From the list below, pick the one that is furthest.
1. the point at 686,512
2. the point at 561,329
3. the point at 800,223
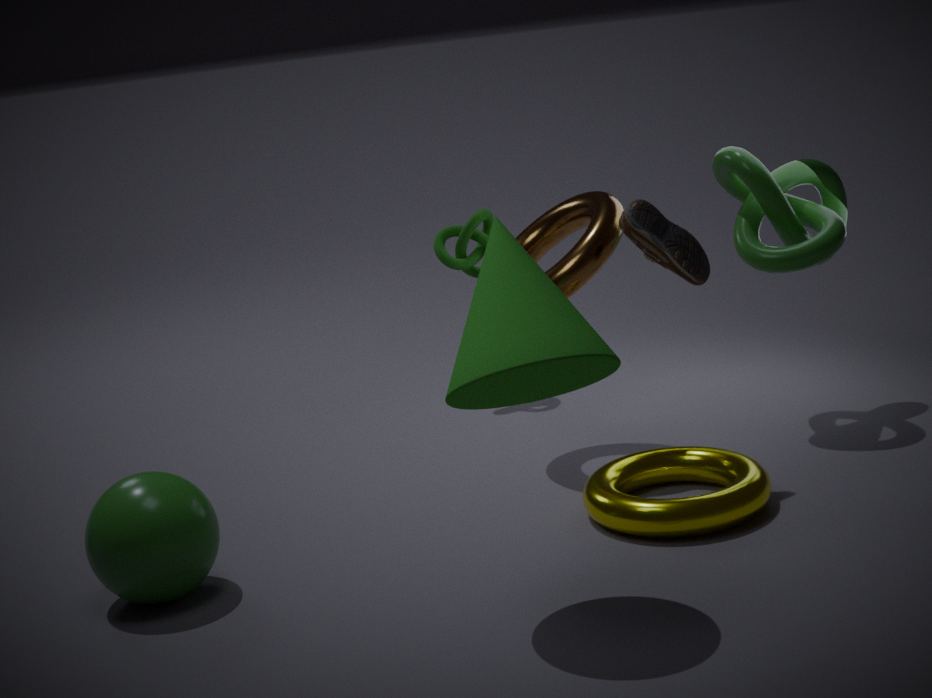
the point at 800,223
